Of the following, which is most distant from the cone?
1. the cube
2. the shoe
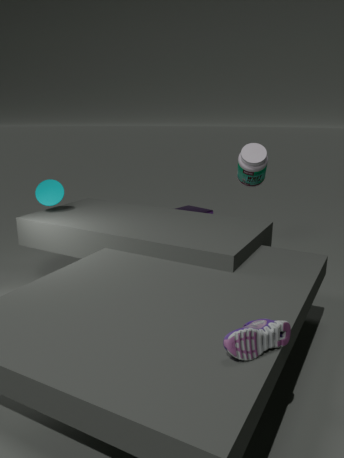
the shoe
